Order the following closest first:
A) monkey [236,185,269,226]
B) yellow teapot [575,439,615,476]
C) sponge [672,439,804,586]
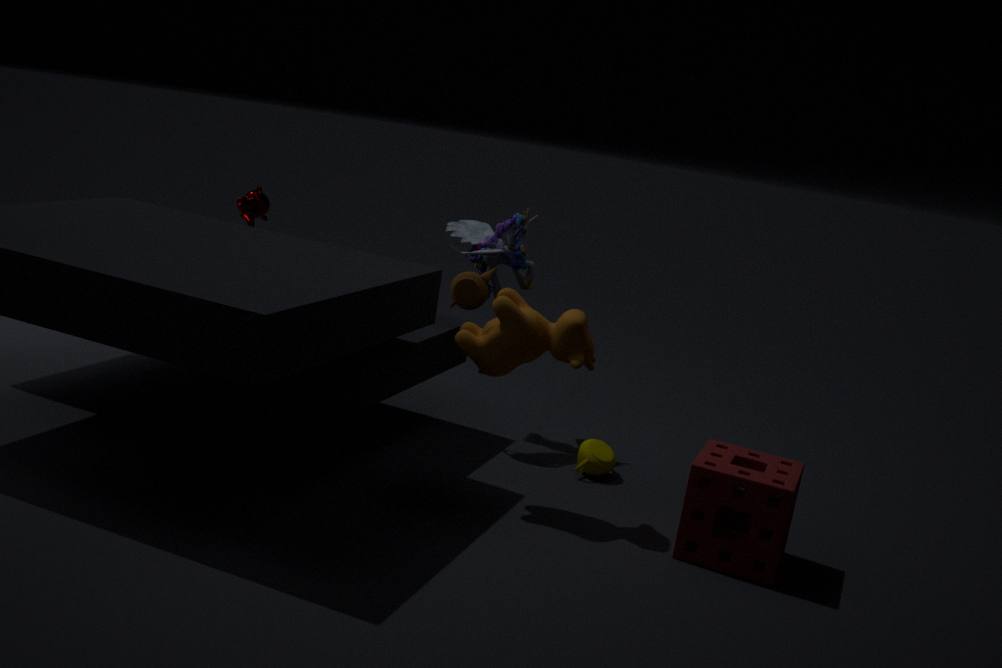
1. sponge [672,439,804,586]
2. yellow teapot [575,439,615,476]
3. monkey [236,185,269,226]
